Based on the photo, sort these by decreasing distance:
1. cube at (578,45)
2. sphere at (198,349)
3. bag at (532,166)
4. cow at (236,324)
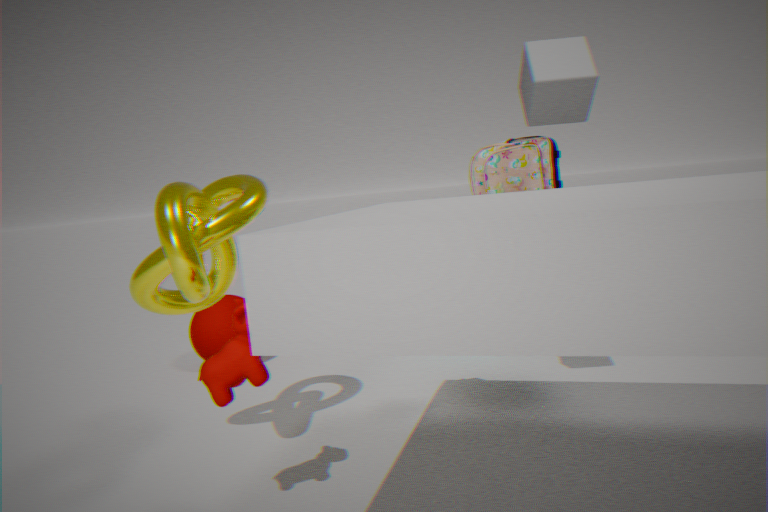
1. sphere at (198,349)
2. bag at (532,166)
3. cube at (578,45)
4. cow at (236,324)
